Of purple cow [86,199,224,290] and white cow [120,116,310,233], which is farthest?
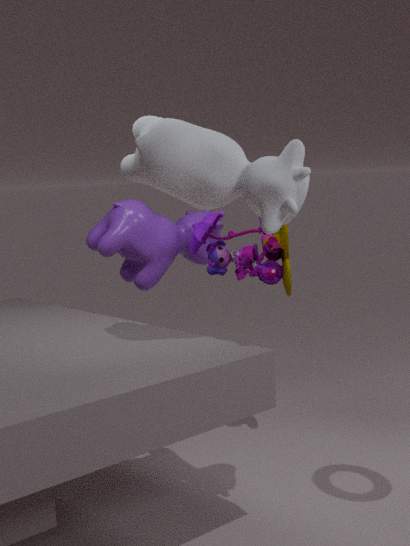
purple cow [86,199,224,290]
